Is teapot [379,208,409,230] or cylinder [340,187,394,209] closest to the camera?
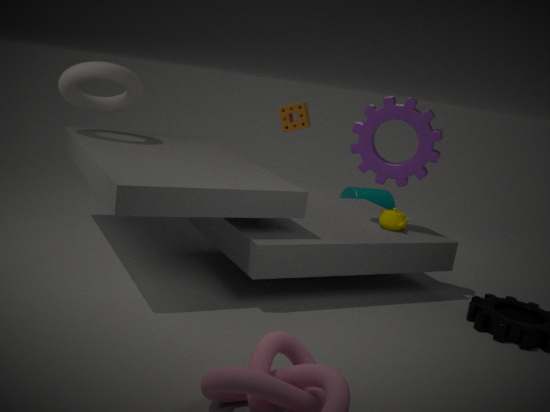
teapot [379,208,409,230]
